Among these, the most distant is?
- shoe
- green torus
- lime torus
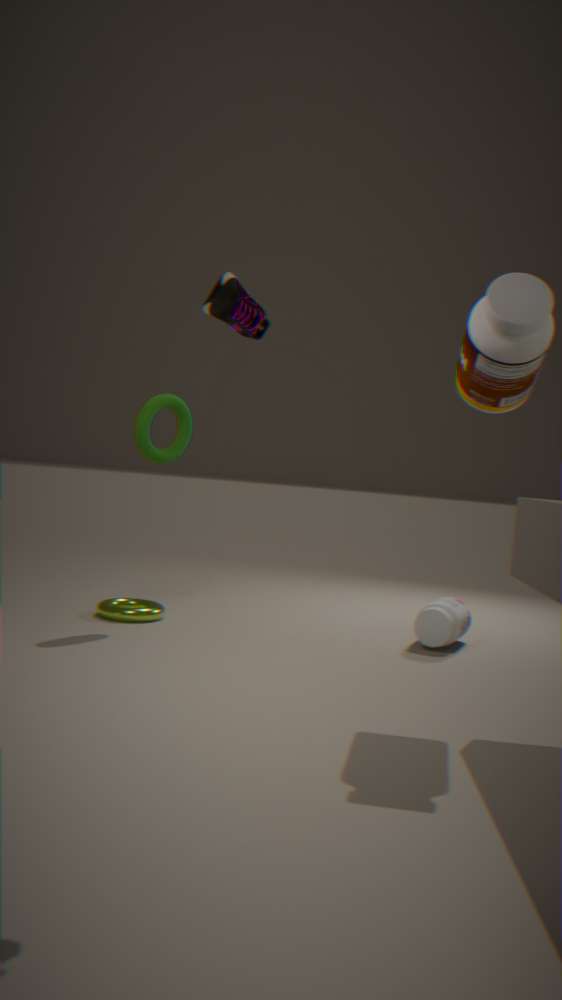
lime torus
